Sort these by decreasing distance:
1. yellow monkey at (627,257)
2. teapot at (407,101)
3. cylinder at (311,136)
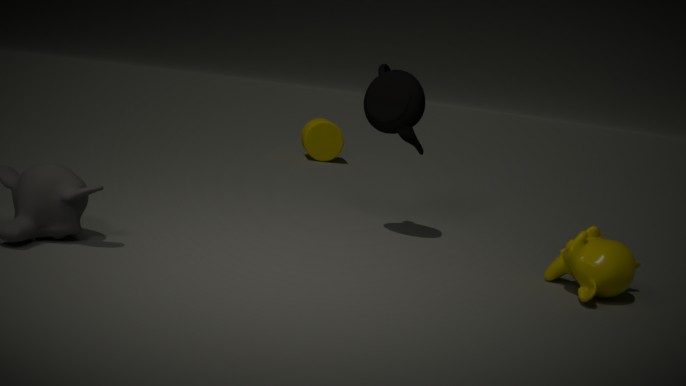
cylinder at (311,136) < teapot at (407,101) < yellow monkey at (627,257)
